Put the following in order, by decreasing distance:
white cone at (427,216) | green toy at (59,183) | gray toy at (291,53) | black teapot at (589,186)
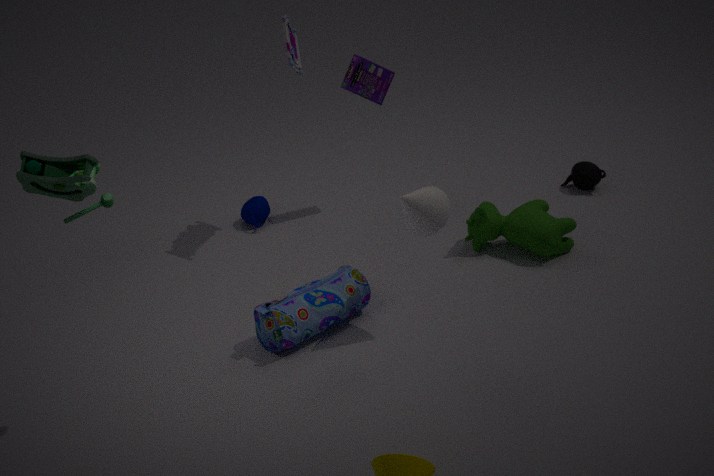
black teapot at (589,186)
gray toy at (291,53)
white cone at (427,216)
green toy at (59,183)
